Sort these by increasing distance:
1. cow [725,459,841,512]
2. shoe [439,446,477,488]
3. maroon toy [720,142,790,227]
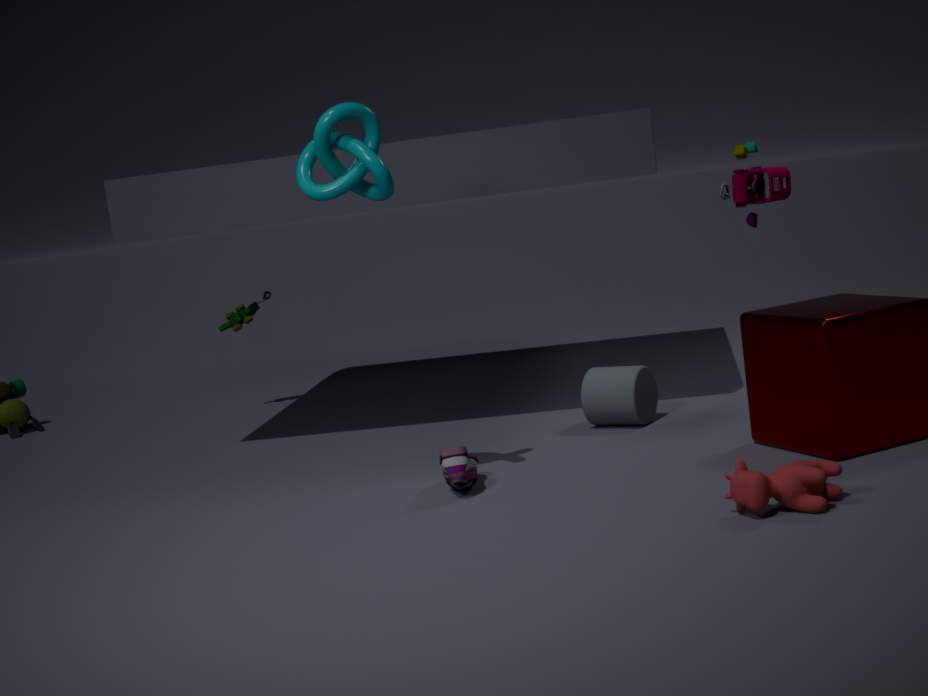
cow [725,459,841,512] → shoe [439,446,477,488] → maroon toy [720,142,790,227]
